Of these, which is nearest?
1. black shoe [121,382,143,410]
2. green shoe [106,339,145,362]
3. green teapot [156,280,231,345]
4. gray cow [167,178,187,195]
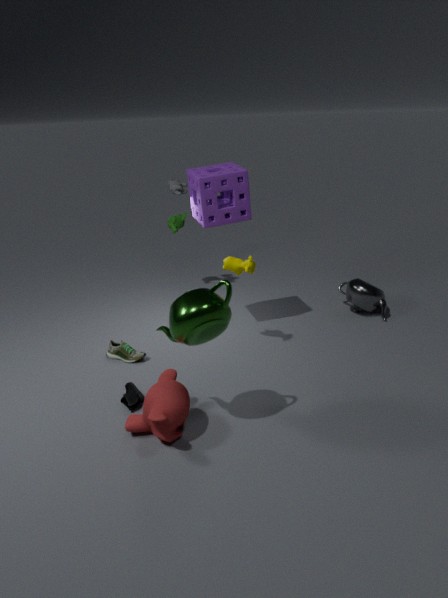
green teapot [156,280,231,345]
